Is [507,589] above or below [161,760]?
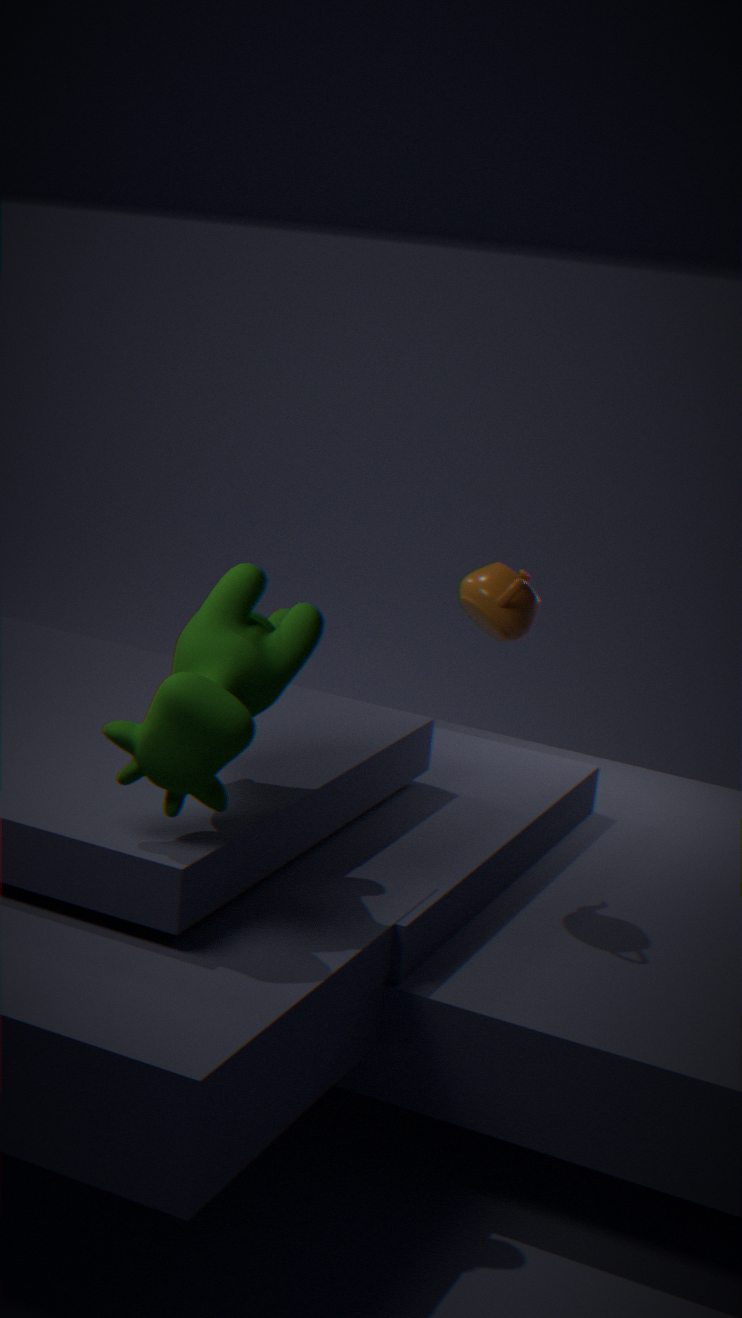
above
